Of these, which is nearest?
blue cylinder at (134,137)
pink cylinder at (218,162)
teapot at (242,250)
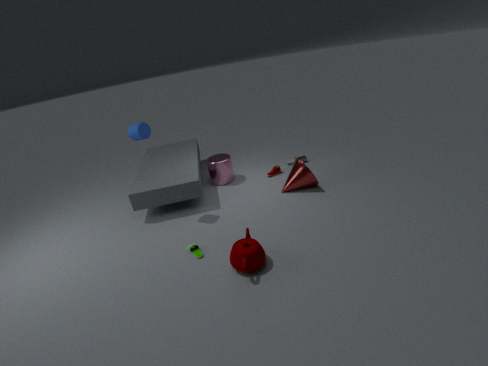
teapot at (242,250)
